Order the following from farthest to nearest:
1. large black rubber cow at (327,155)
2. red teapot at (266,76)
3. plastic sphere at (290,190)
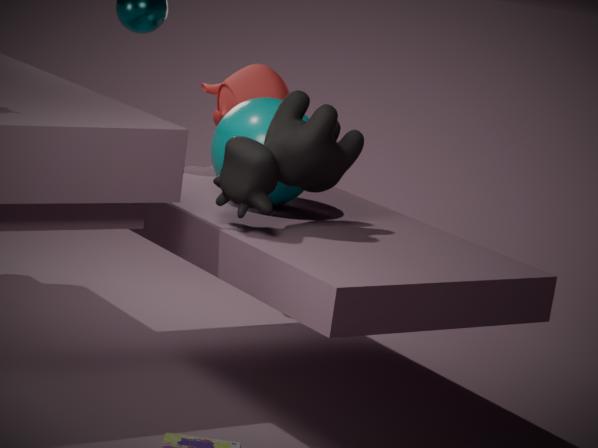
red teapot at (266,76) → plastic sphere at (290,190) → large black rubber cow at (327,155)
